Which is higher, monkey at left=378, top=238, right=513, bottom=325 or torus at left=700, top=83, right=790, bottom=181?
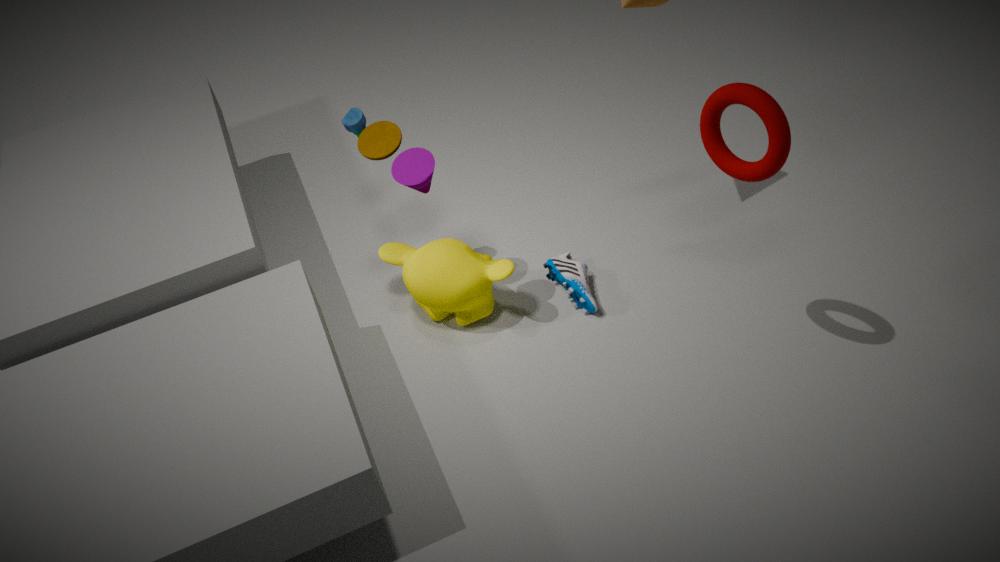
torus at left=700, top=83, right=790, bottom=181
